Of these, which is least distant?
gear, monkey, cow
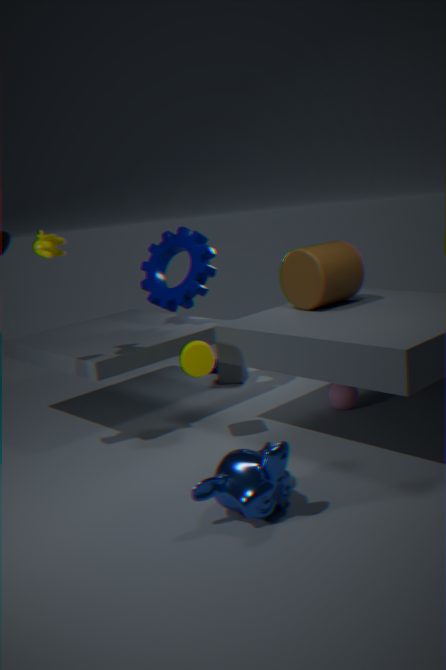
monkey
